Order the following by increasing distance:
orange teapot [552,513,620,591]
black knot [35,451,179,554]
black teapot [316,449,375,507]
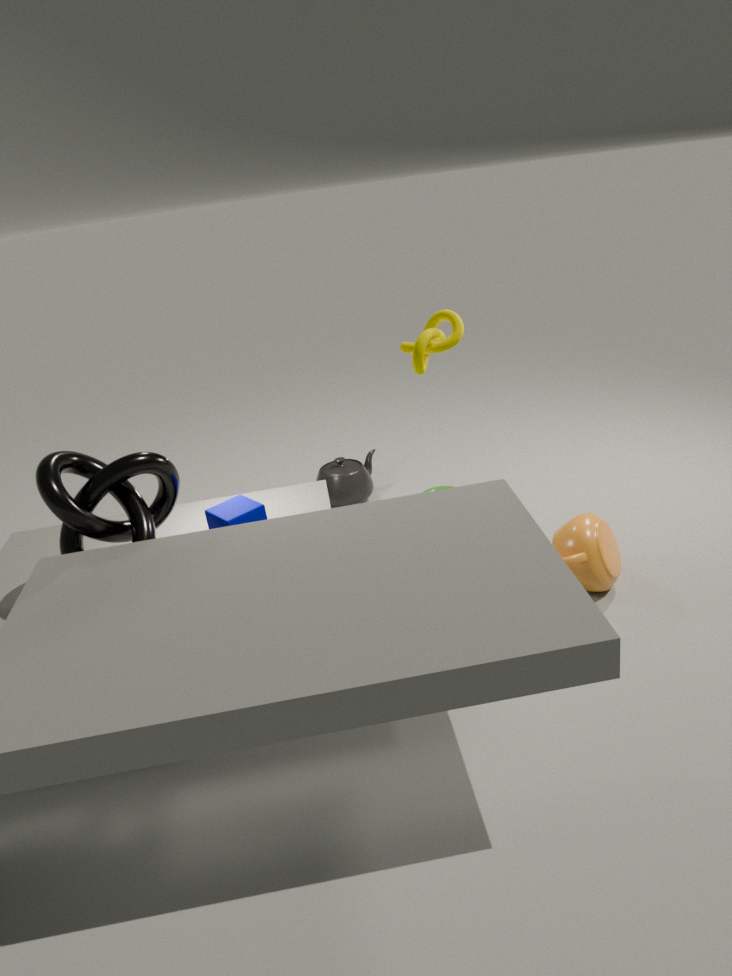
black knot [35,451,179,554] → orange teapot [552,513,620,591] → black teapot [316,449,375,507]
